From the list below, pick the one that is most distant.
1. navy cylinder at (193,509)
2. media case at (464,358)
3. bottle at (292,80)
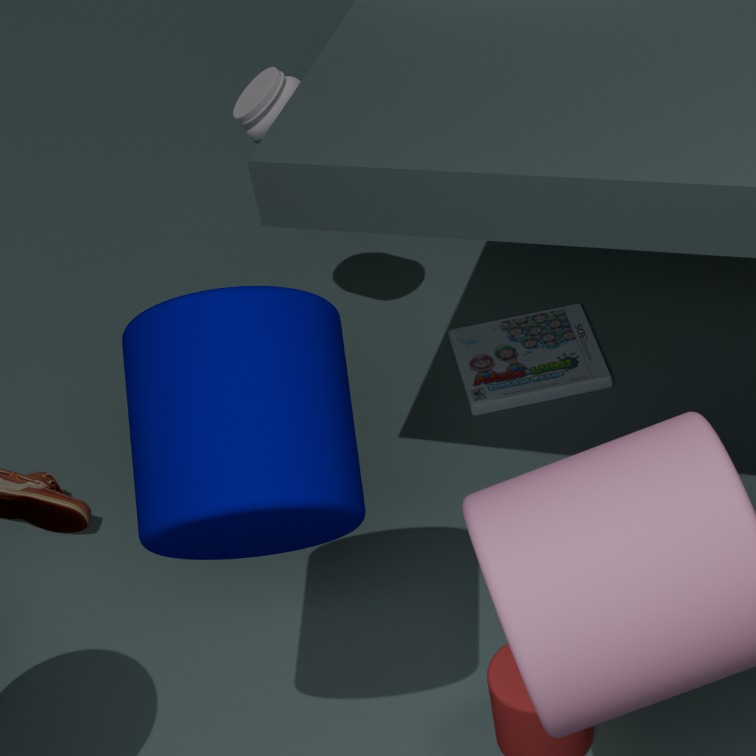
media case at (464,358)
